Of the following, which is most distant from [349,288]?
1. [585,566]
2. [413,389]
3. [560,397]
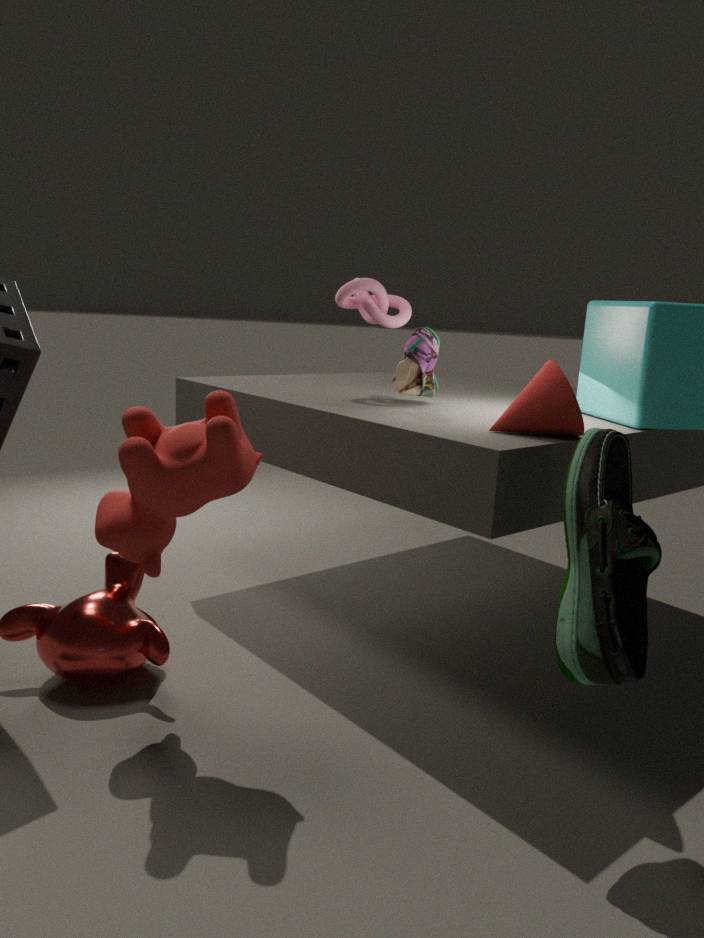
[585,566]
